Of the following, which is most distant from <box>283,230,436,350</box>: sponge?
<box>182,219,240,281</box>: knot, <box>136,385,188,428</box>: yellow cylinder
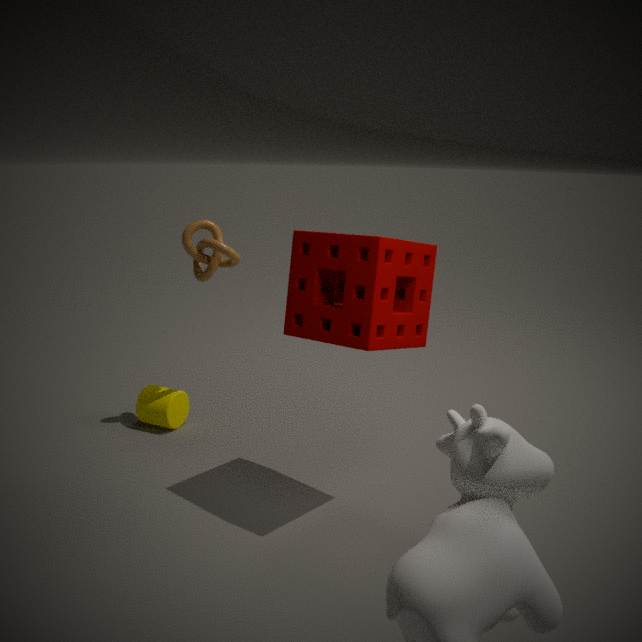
<box>136,385,188,428</box>: yellow cylinder
